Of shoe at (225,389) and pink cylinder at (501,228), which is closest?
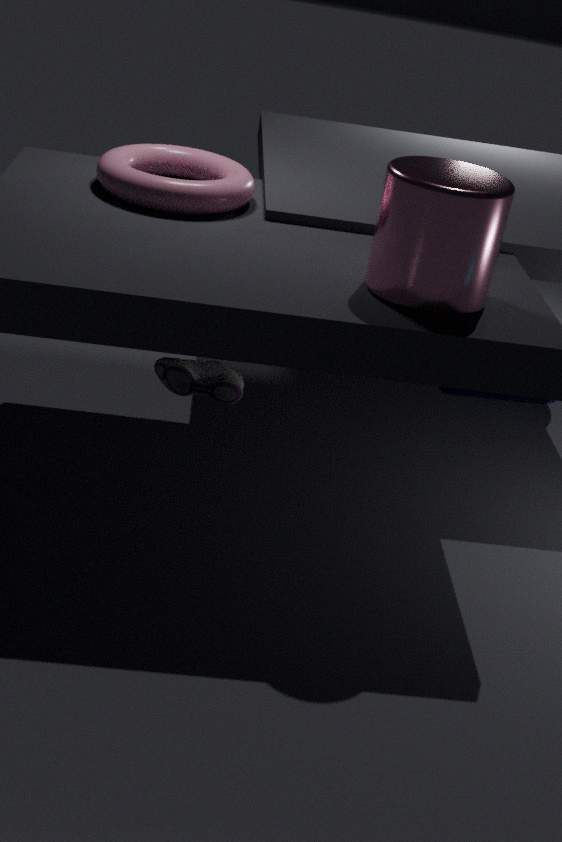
pink cylinder at (501,228)
